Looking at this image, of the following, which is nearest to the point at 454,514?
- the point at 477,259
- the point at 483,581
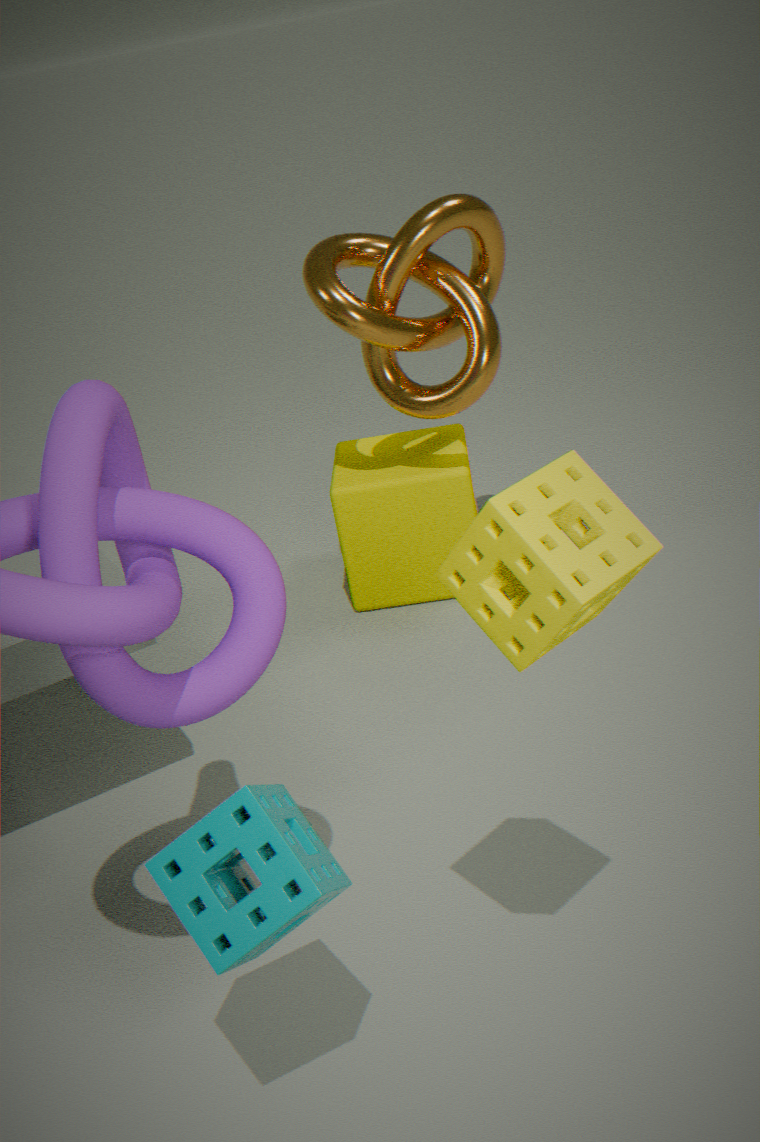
the point at 477,259
